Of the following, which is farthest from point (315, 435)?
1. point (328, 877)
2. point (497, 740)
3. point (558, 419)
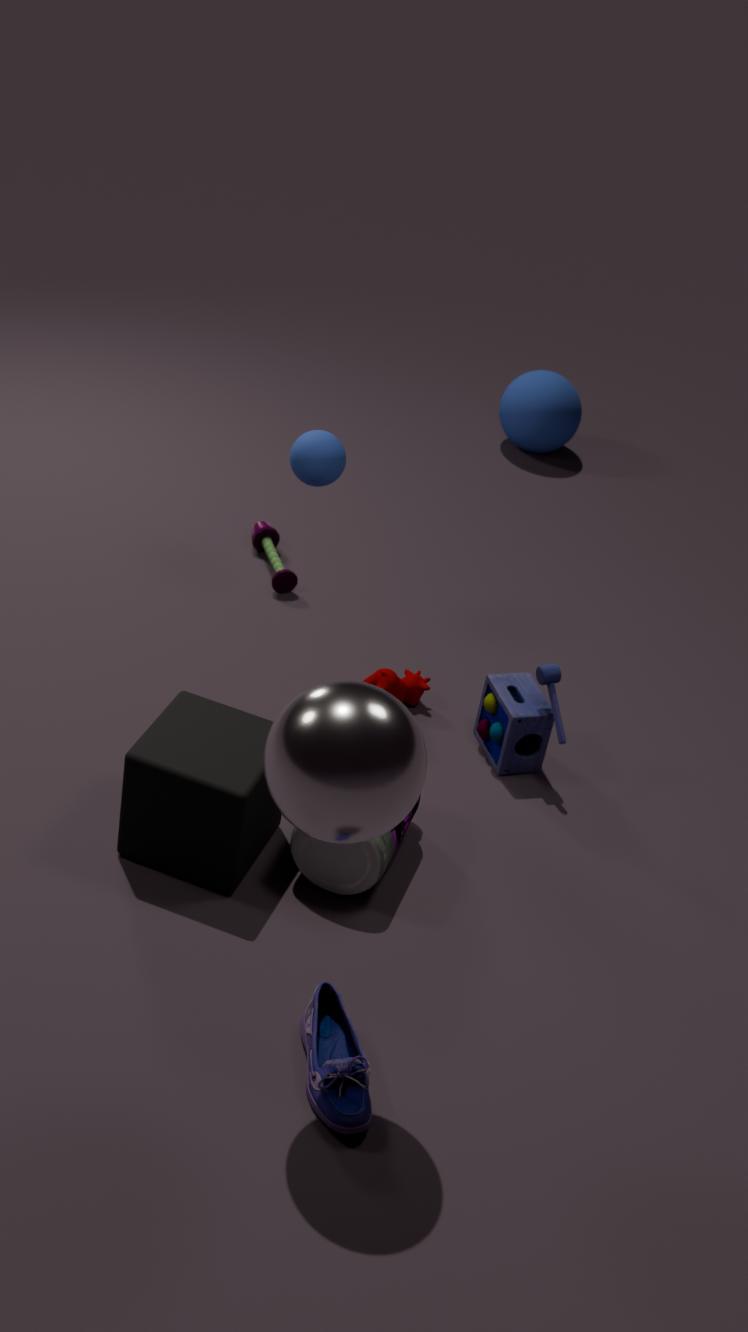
point (558, 419)
